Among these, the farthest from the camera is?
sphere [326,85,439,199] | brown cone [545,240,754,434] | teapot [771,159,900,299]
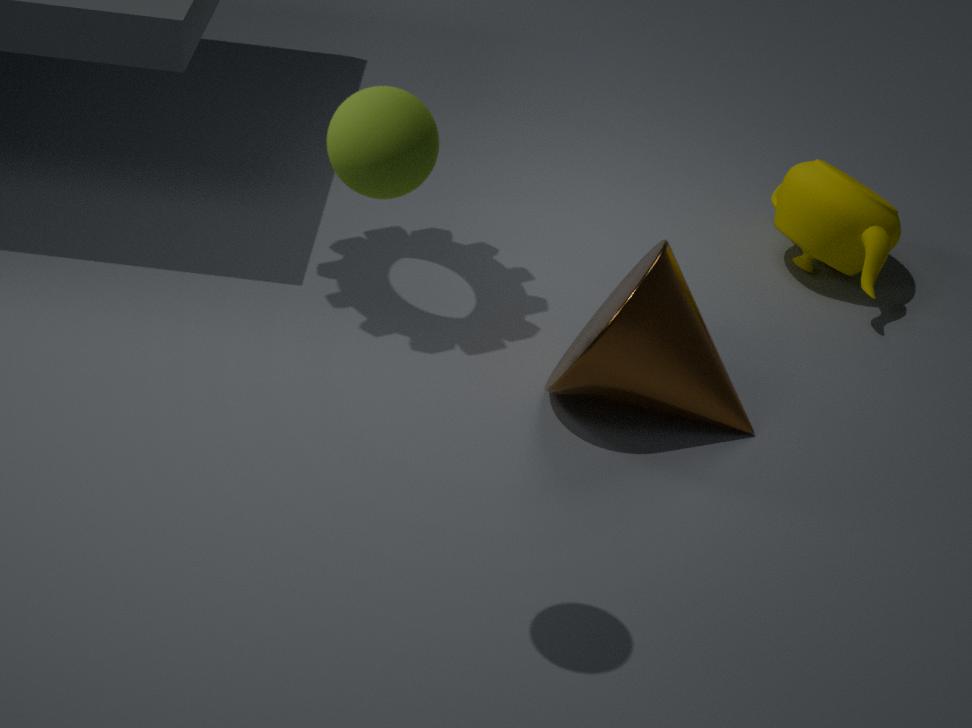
teapot [771,159,900,299]
